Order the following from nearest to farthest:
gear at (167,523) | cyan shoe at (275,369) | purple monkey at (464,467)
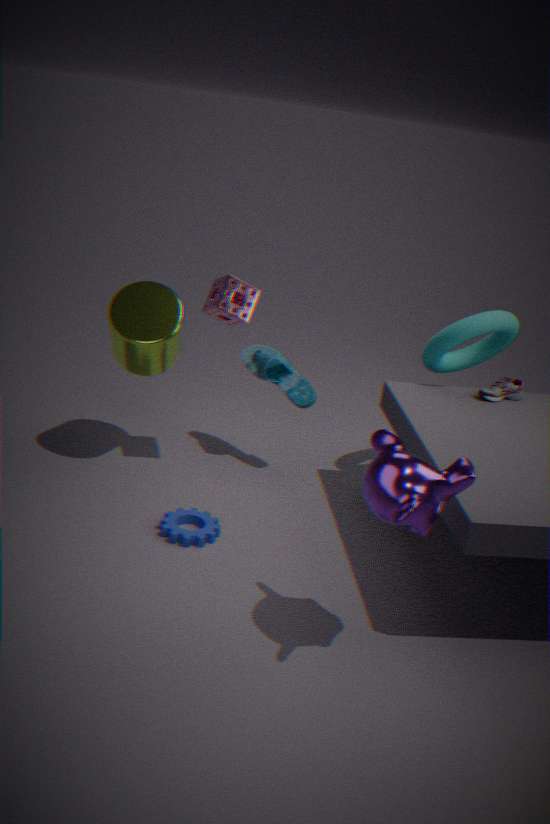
purple monkey at (464,467) → gear at (167,523) → cyan shoe at (275,369)
